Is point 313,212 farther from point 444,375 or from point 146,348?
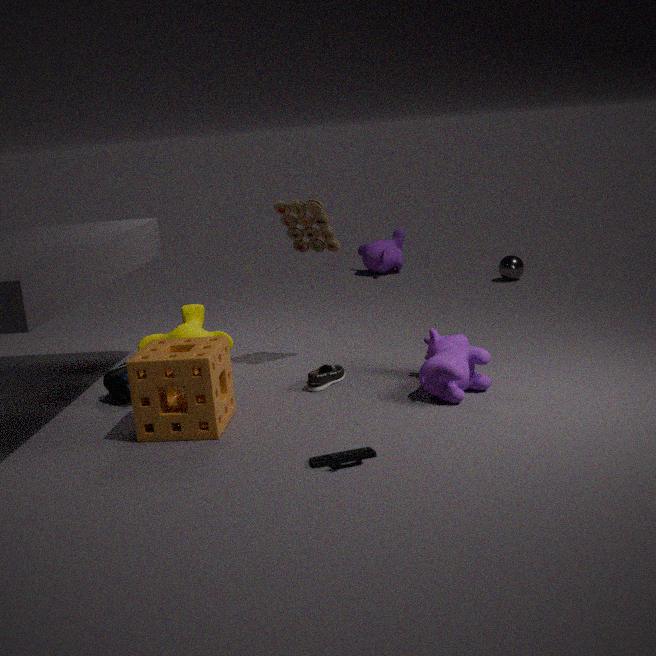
point 146,348
